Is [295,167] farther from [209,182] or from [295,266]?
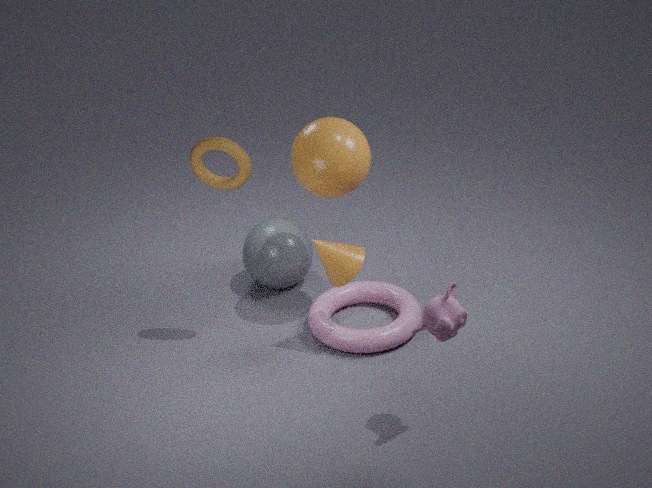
[295,266]
